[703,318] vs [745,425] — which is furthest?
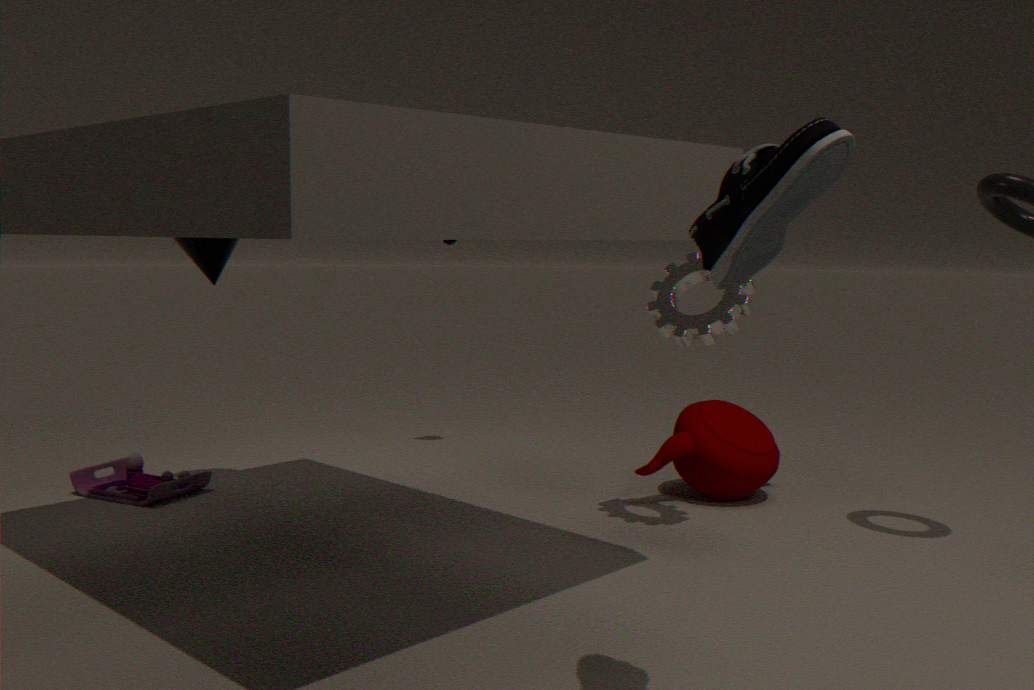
[745,425]
